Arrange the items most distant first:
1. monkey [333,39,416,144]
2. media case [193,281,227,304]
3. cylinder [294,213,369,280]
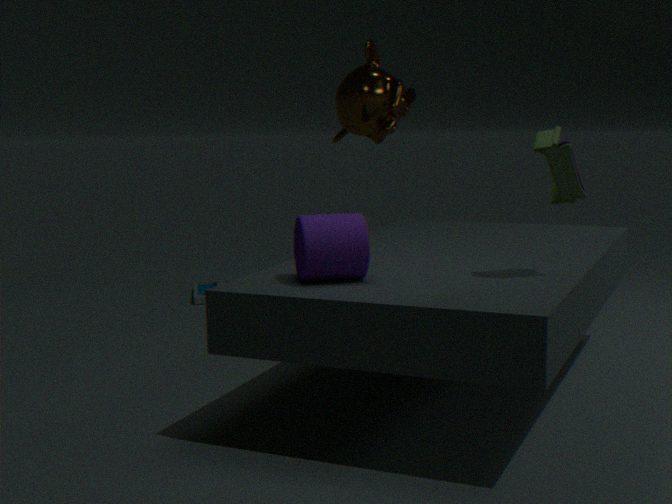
1. media case [193,281,227,304]
2. monkey [333,39,416,144]
3. cylinder [294,213,369,280]
